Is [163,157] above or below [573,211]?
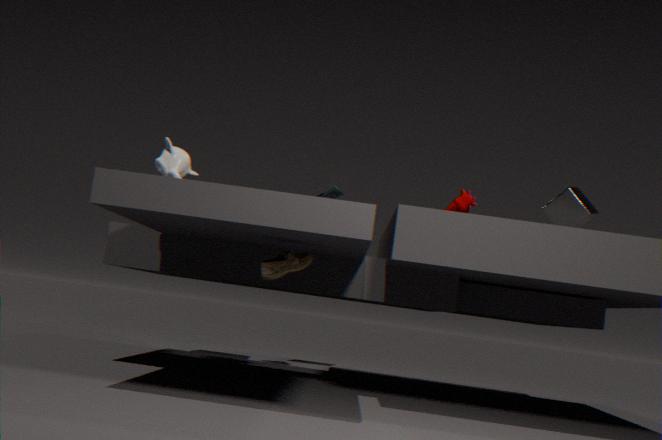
below
